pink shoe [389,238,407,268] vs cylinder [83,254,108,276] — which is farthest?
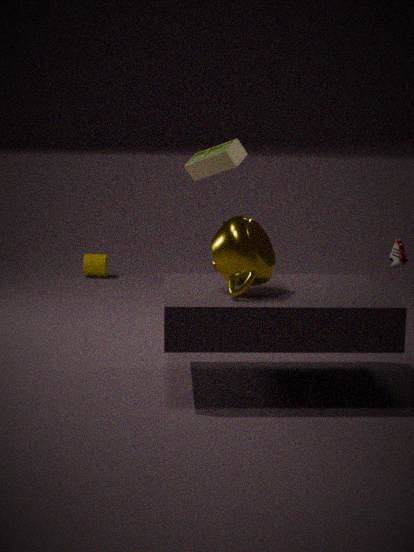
cylinder [83,254,108,276]
